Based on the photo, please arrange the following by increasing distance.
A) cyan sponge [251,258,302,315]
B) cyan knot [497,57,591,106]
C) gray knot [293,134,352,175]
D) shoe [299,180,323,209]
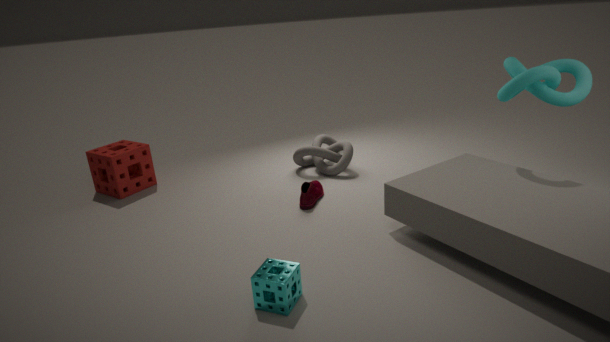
cyan sponge [251,258,302,315]
cyan knot [497,57,591,106]
shoe [299,180,323,209]
gray knot [293,134,352,175]
